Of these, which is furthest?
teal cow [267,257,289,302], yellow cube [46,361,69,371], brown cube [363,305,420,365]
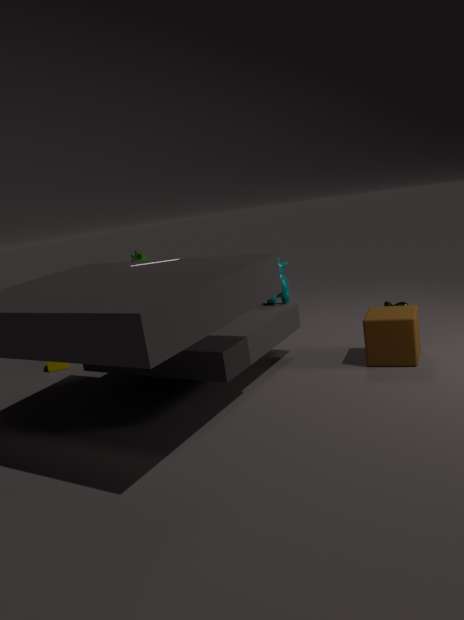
yellow cube [46,361,69,371]
